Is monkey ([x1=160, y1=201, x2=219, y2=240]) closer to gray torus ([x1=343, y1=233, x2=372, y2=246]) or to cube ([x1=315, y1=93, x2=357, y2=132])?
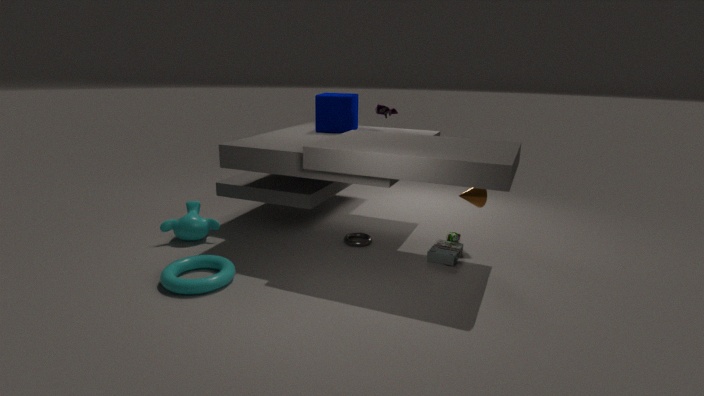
gray torus ([x1=343, y1=233, x2=372, y2=246])
